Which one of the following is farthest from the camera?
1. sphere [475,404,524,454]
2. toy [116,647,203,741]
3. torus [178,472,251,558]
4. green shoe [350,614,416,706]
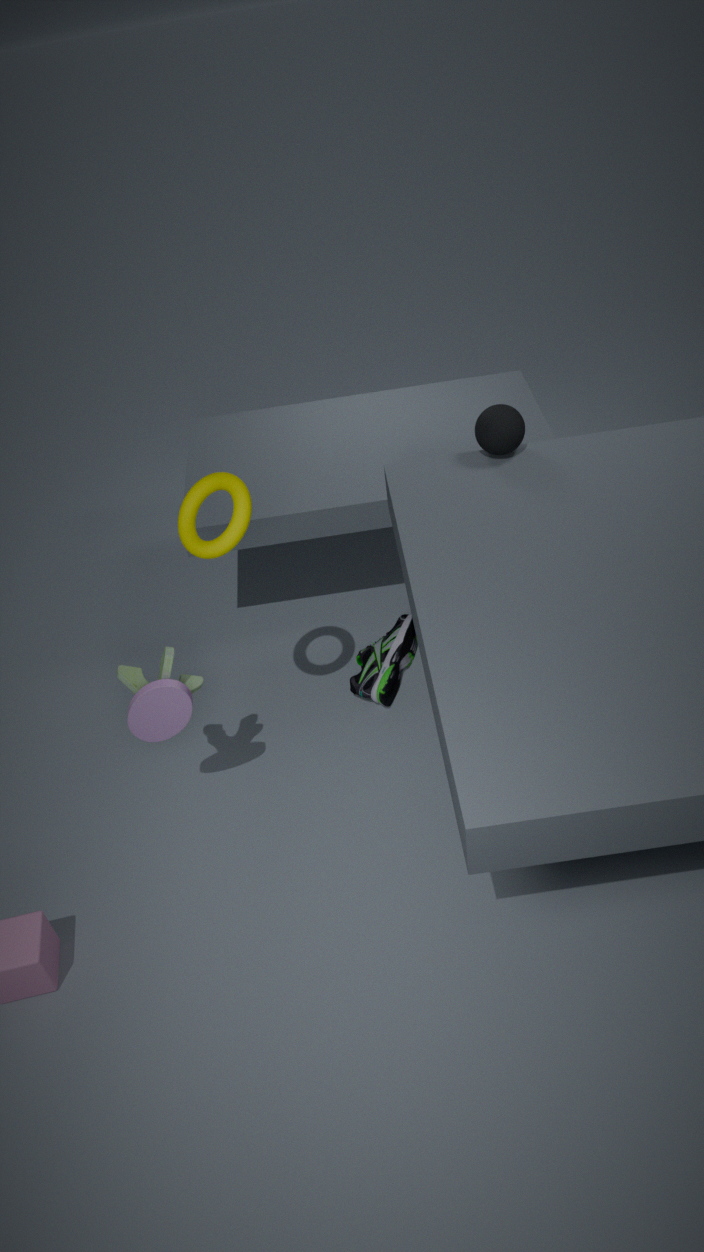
green shoe [350,614,416,706]
